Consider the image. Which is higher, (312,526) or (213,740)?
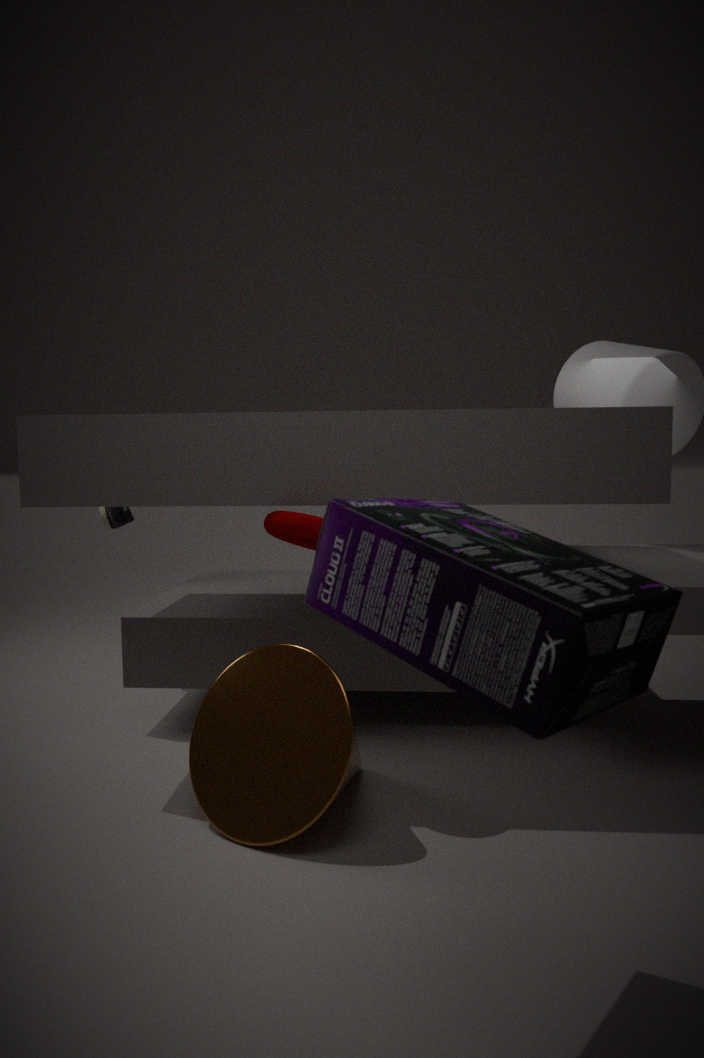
(312,526)
